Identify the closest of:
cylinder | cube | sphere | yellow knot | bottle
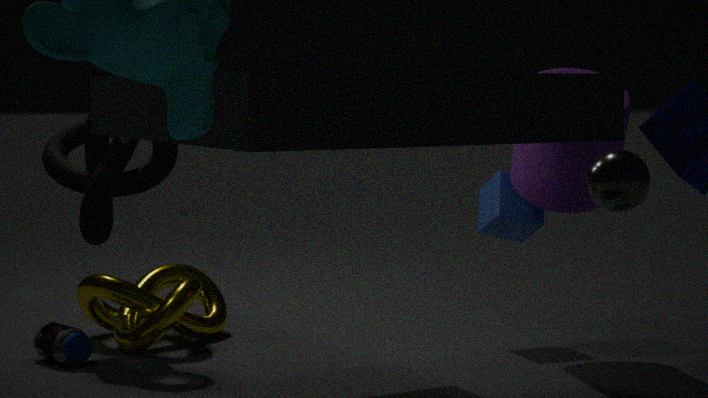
sphere
